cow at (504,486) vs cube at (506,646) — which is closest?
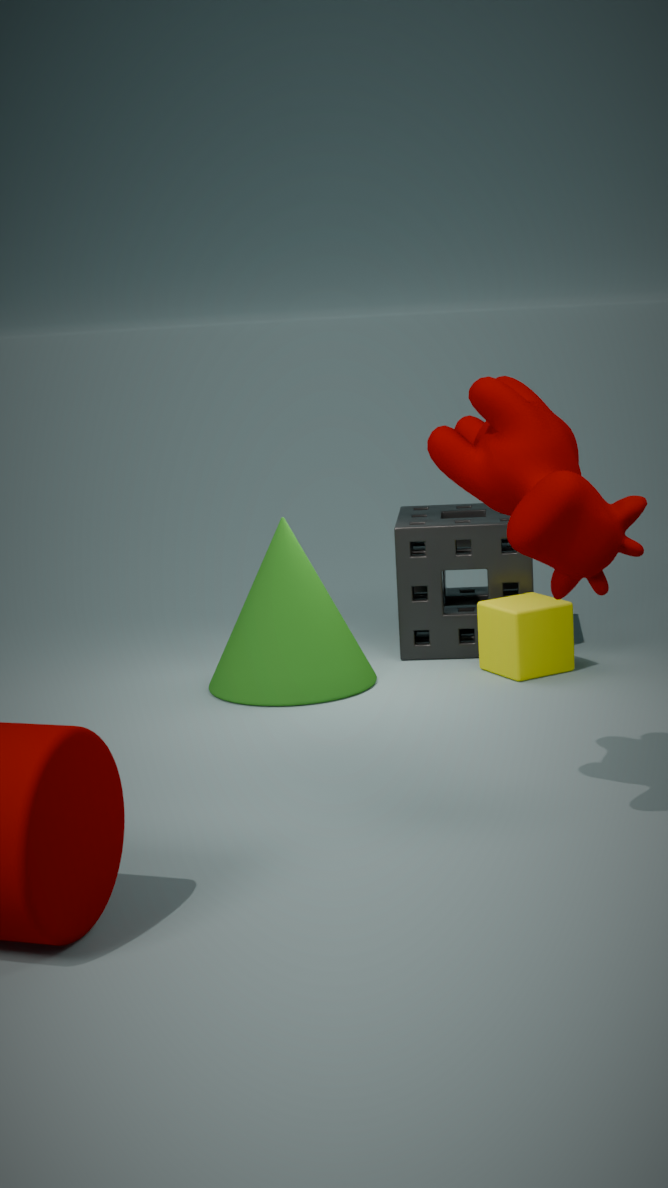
cow at (504,486)
